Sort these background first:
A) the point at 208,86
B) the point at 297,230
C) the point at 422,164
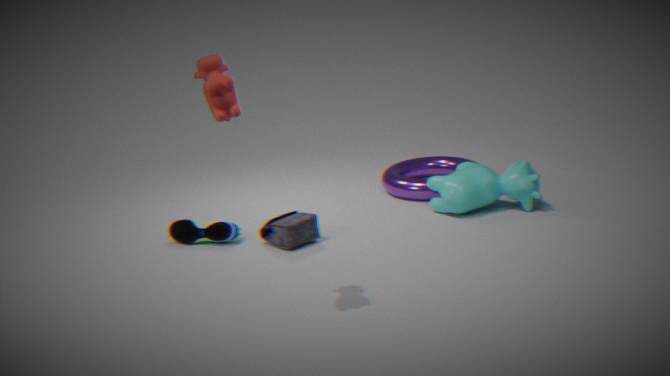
the point at 422,164
the point at 297,230
the point at 208,86
